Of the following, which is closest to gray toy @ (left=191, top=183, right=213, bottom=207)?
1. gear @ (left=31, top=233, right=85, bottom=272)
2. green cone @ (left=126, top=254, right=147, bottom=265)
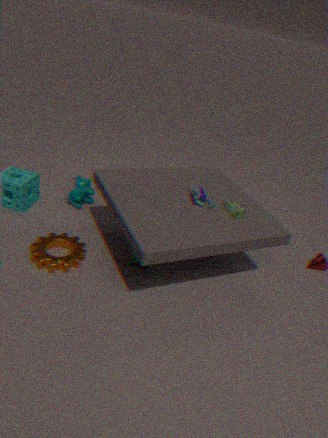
green cone @ (left=126, top=254, right=147, bottom=265)
